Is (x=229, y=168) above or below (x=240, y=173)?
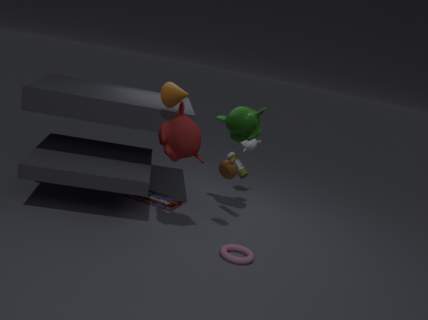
above
